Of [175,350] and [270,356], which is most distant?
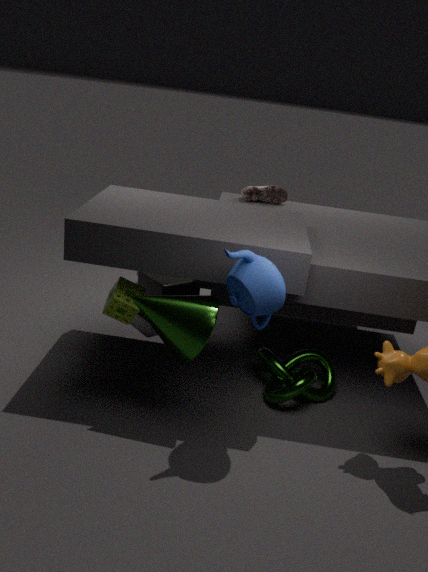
[270,356]
